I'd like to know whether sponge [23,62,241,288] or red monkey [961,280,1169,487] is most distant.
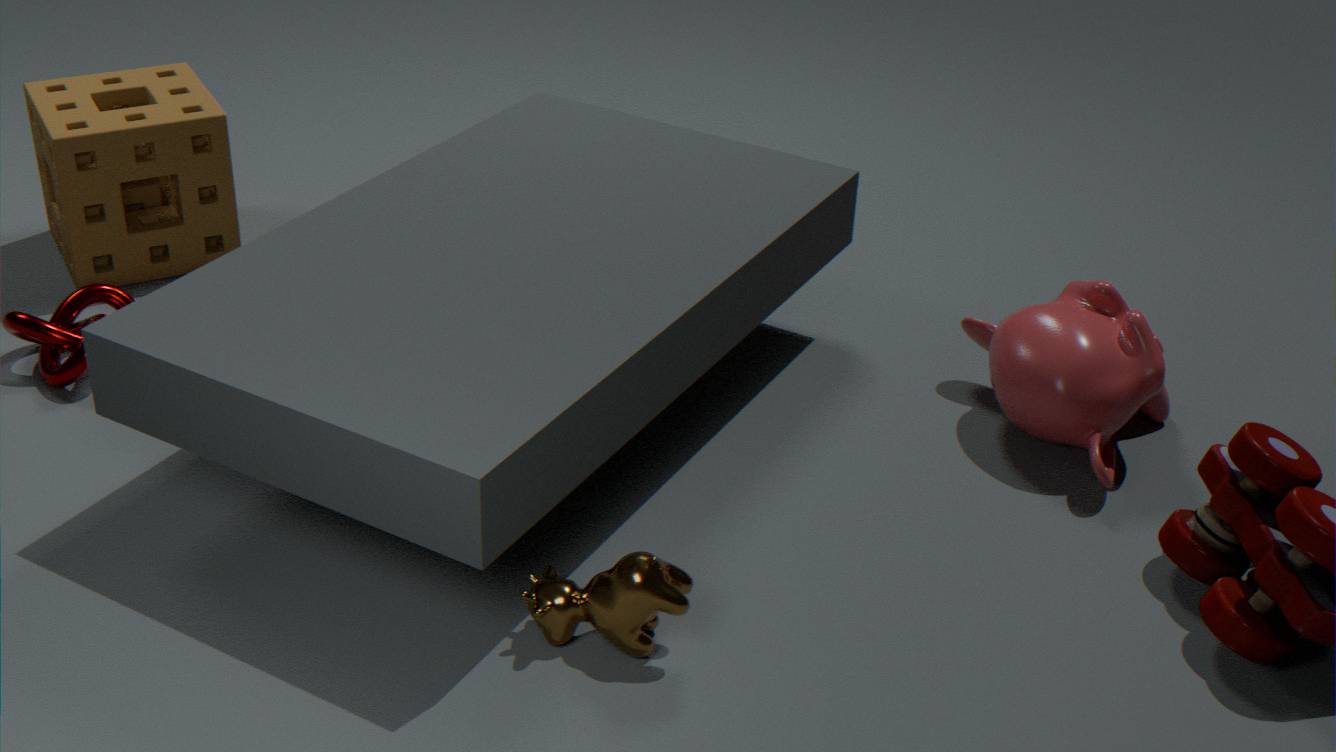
sponge [23,62,241,288]
